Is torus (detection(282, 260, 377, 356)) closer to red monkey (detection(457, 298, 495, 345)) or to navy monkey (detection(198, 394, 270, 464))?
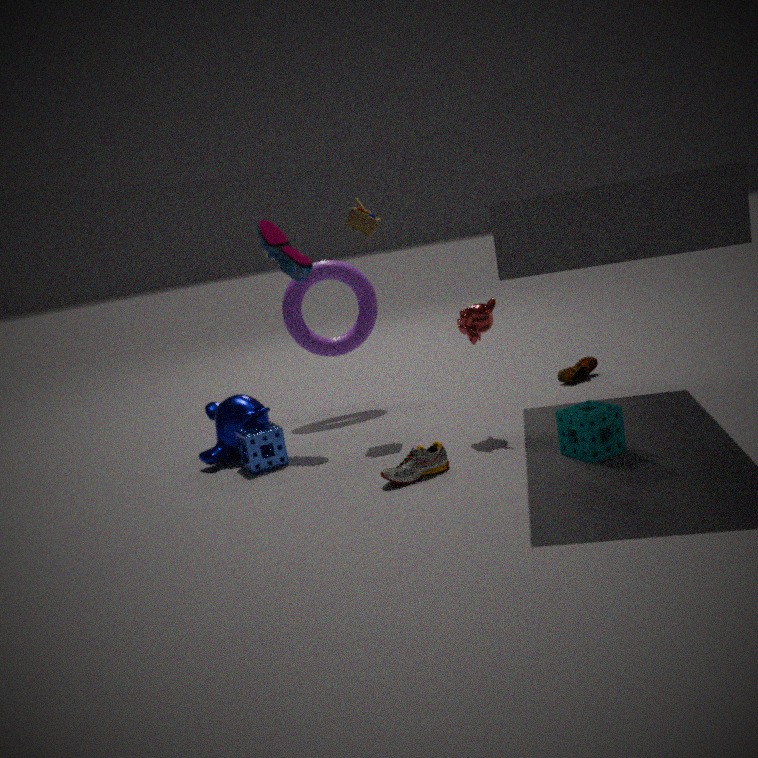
navy monkey (detection(198, 394, 270, 464))
